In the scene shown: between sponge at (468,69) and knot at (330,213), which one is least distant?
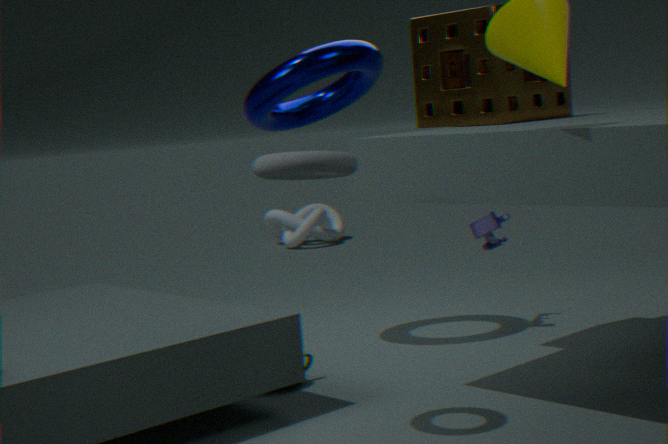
sponge at (468,69)
